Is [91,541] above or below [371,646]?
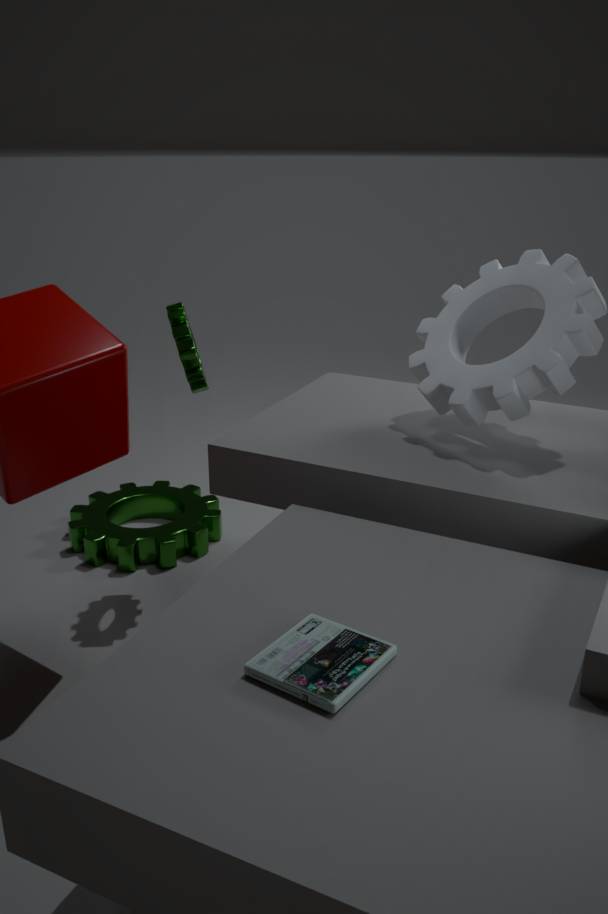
below
